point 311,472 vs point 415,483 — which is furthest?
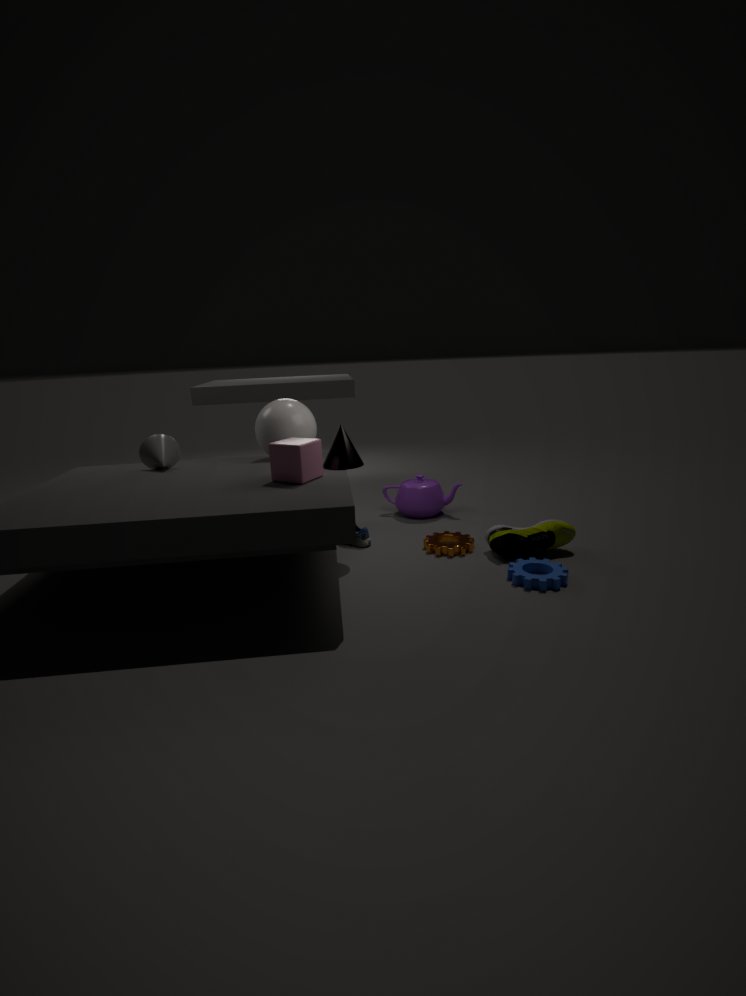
point 415,483
